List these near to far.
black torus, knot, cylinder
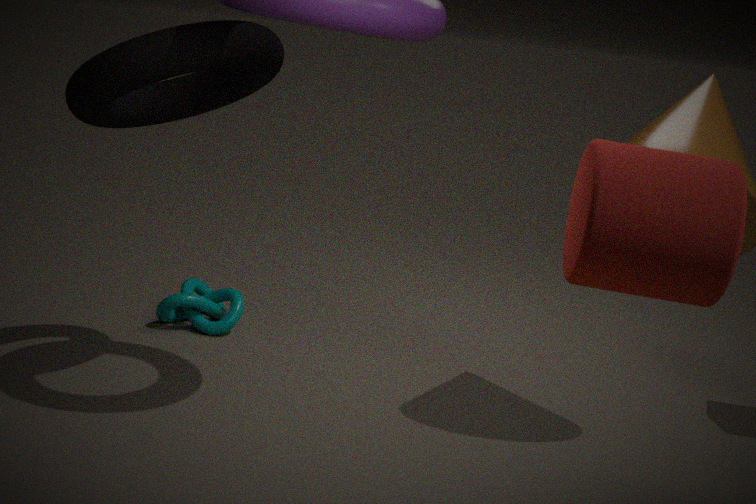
1. cylinder
2. black torus
3. knot
